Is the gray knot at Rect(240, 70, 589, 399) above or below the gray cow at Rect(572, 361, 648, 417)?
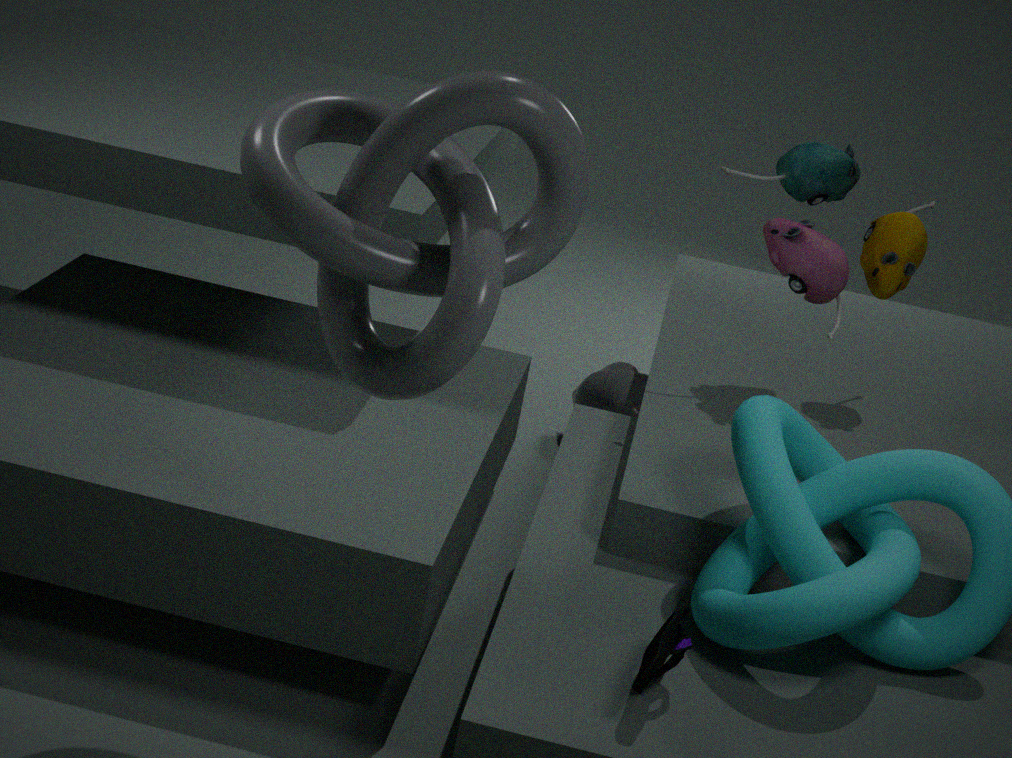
above
